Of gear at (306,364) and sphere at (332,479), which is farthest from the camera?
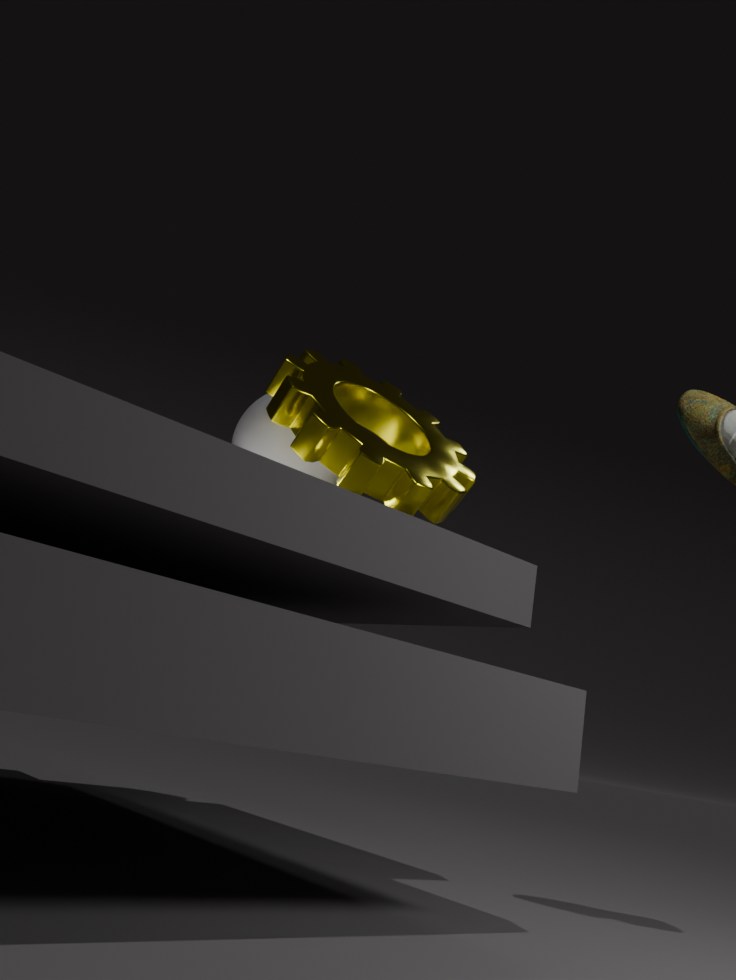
sphere at (332,479)
